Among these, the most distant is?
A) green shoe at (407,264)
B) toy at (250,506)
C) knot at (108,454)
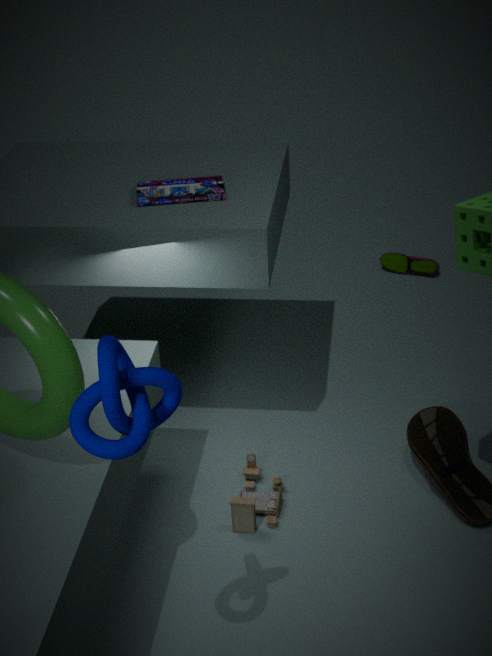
green shoe at (407,264)
